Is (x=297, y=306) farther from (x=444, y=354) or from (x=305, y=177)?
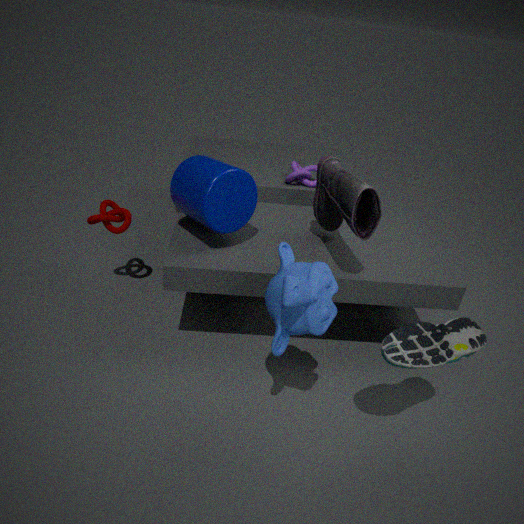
(x=305, y=177)
